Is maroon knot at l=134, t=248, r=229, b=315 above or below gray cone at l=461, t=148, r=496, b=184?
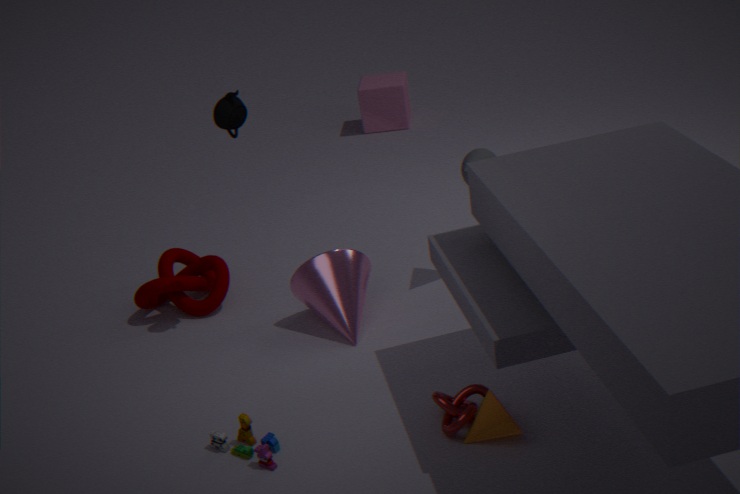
below
